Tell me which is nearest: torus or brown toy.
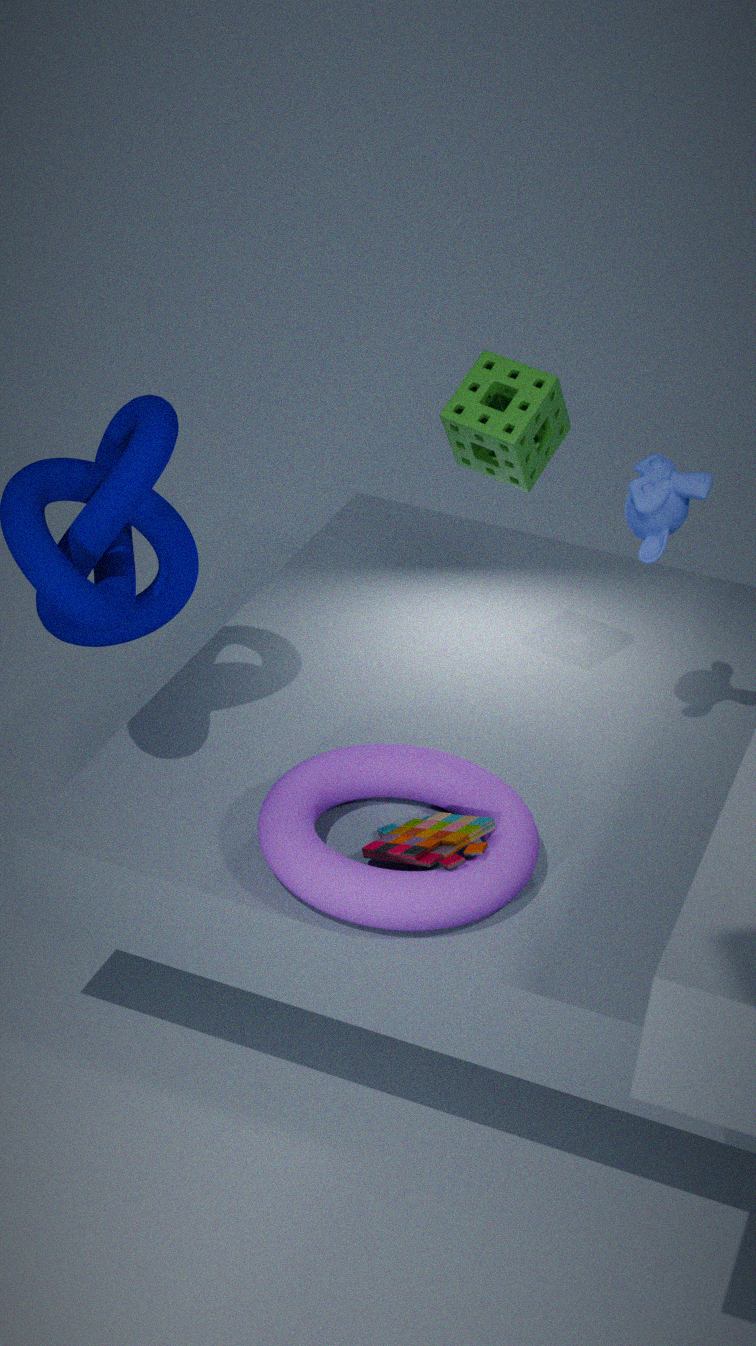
torus
